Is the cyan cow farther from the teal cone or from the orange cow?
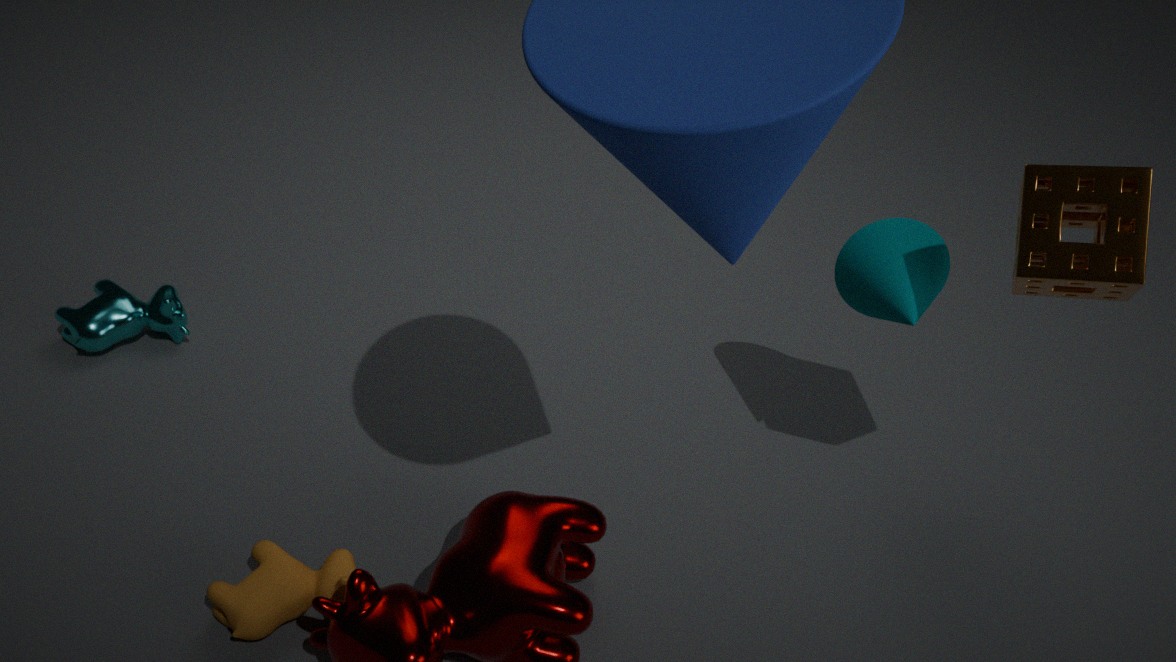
the teal cone
